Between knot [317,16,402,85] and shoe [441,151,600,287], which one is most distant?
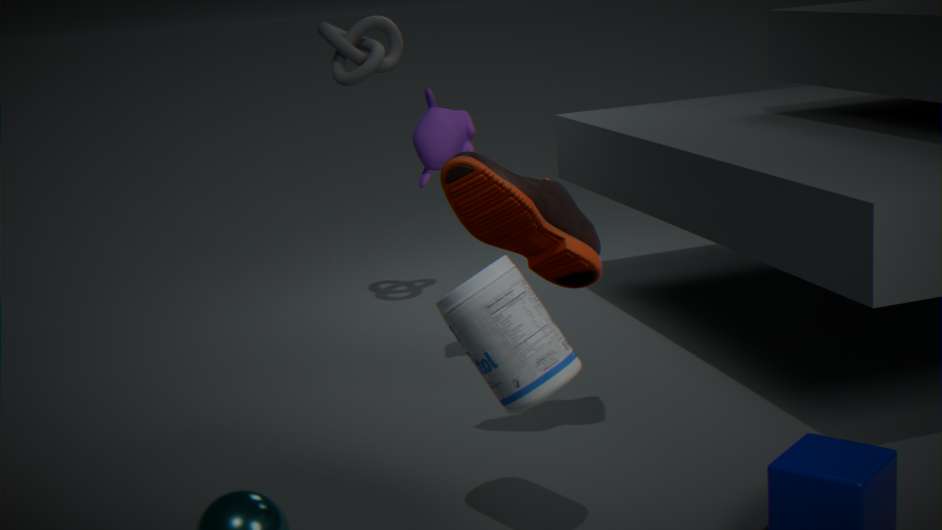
knot [317,16,402,85]
